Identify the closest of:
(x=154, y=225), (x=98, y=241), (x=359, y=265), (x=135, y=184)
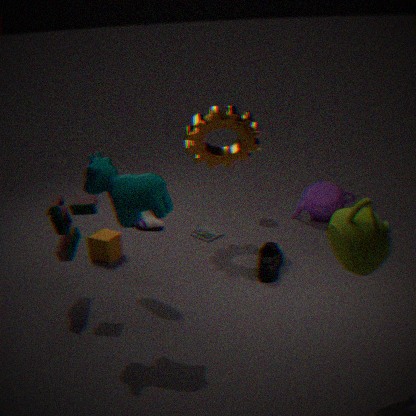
(x=359, y=265)
